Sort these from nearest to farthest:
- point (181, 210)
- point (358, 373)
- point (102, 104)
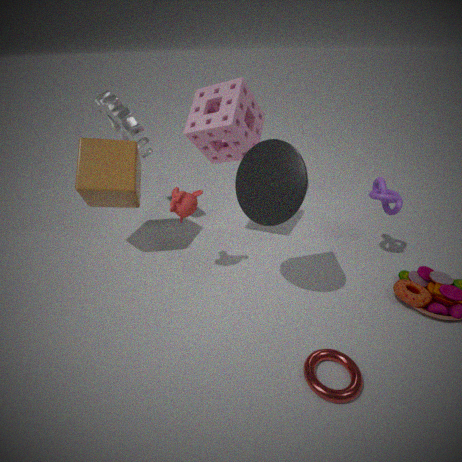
1. point (358, 373)
2. point (181, 210)
3. point (102, 104)
